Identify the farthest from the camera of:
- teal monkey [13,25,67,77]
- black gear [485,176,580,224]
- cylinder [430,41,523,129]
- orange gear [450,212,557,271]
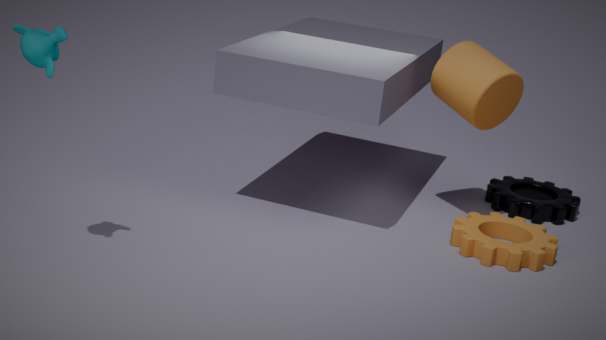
black gear [485,176,580,224]
